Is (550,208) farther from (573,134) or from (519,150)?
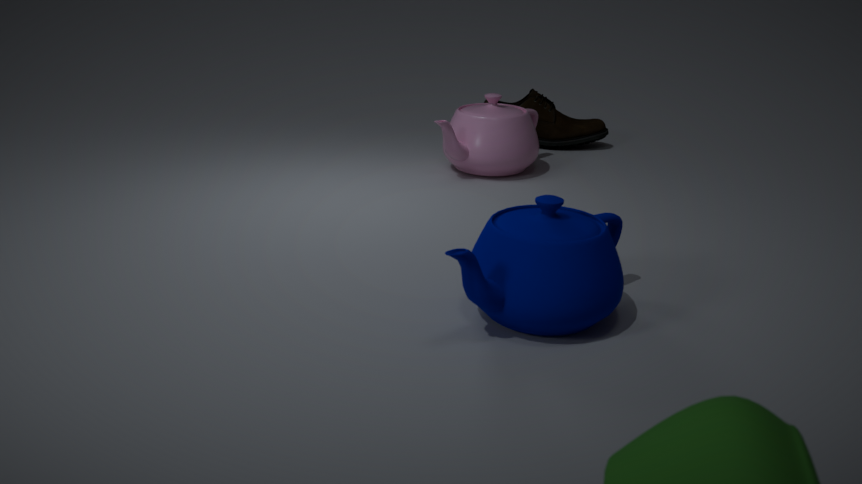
(573,134)
